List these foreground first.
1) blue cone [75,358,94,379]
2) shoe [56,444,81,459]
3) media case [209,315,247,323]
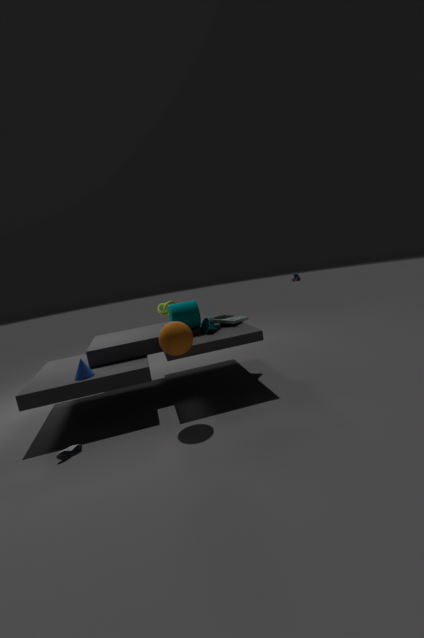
1. 2. shoe [56,444,81,459]
2. 1. blue cone [75,358,94,379]
3. 3. media case [209,315,247,323]
